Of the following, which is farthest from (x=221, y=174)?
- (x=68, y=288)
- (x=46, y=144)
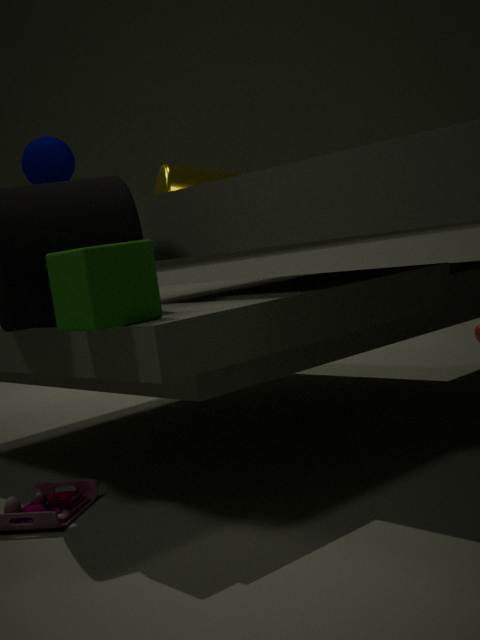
(x=68, y=288)
